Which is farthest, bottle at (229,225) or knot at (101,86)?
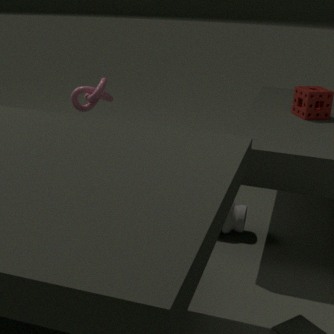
bottle at (229,225)
